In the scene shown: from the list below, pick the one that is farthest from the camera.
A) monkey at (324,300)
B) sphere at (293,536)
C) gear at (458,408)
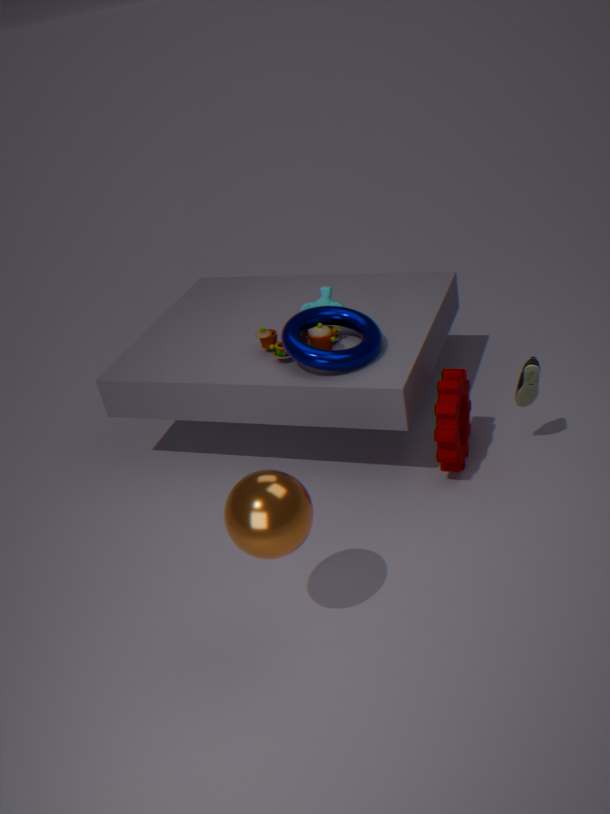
monkey at (324,300)
